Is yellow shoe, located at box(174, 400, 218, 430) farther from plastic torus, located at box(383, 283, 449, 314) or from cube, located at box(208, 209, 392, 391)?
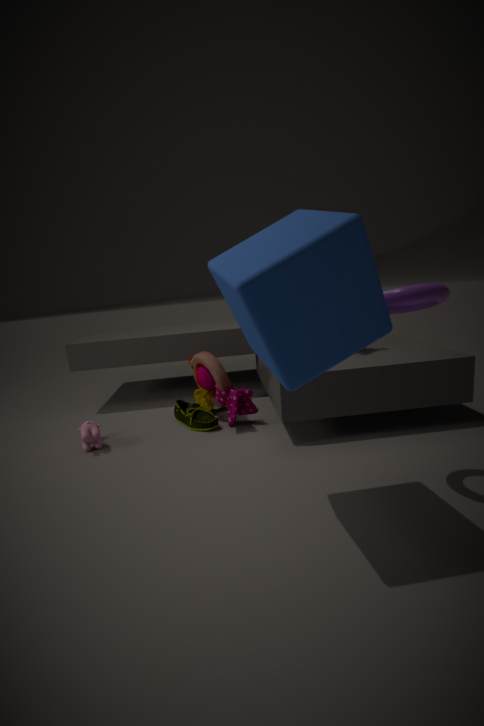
plastic torus, located at box(383, 283, 449, 314)
